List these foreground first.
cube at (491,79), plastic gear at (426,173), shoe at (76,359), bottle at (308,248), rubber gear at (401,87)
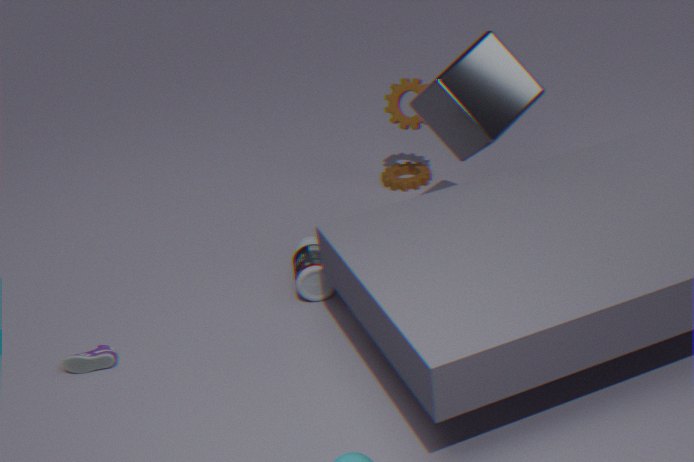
cube at (491,79) → shoe at (76,359) → bottle at (308,248) → rubber gear at (401,87) → plastic gear at (426,173)
